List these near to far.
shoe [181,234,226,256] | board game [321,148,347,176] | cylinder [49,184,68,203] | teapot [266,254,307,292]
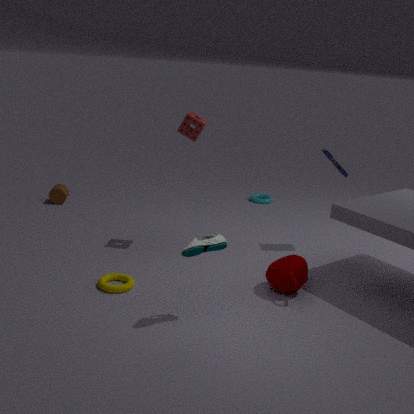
1. shoe [181,234,226,256]
2. teapot [266,254,307,292]
3. board game [321,148,347,176]
4. cylinder [49,184,68,203]
